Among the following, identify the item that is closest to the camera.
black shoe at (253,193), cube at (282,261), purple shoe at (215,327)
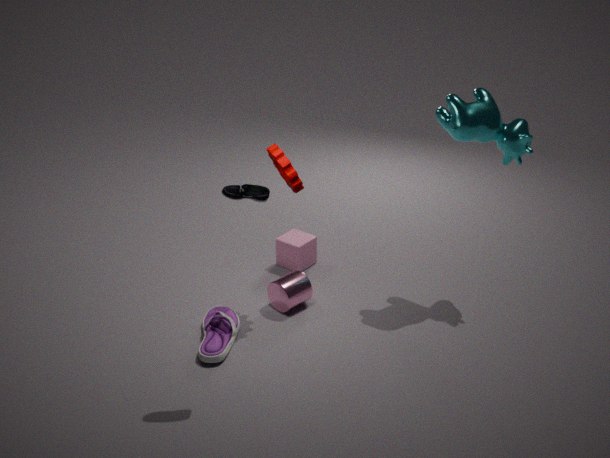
black shoe at (253,193)
